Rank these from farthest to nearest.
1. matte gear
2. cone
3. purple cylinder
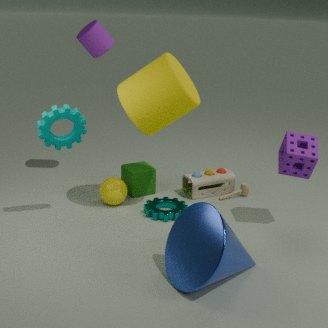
purple cylinder, matte gear, cone
